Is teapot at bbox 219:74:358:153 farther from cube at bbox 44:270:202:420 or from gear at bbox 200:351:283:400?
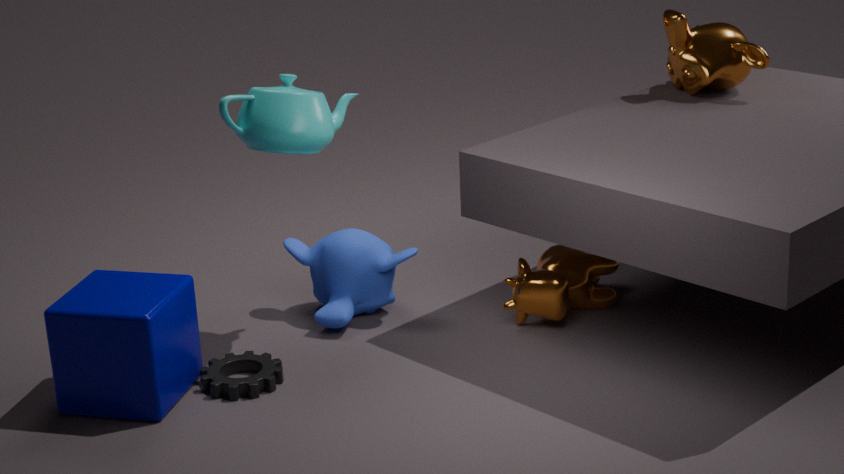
gear at bbox 200:351:283:400
